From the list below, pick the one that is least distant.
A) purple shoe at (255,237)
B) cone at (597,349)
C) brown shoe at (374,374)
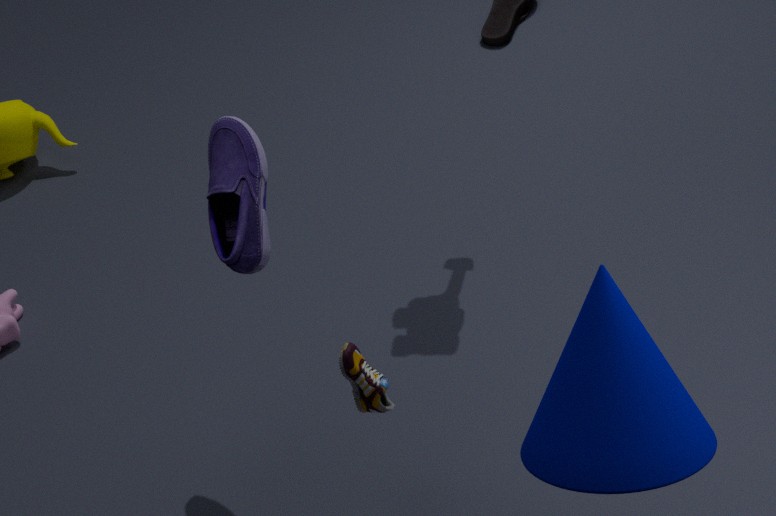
cone at (597,349)
